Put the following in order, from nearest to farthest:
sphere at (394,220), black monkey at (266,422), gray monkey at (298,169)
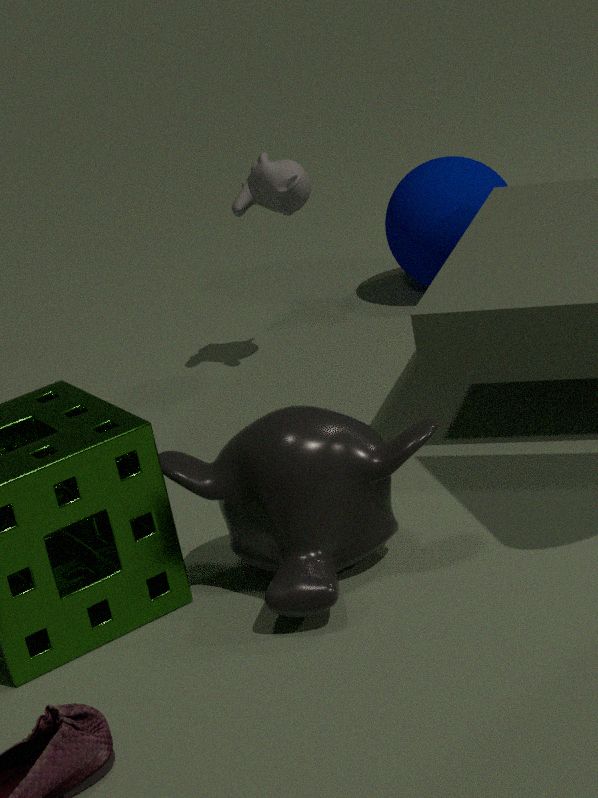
black monkey at (266,422), gray monkey at (298,169), sphere at (394,220)
